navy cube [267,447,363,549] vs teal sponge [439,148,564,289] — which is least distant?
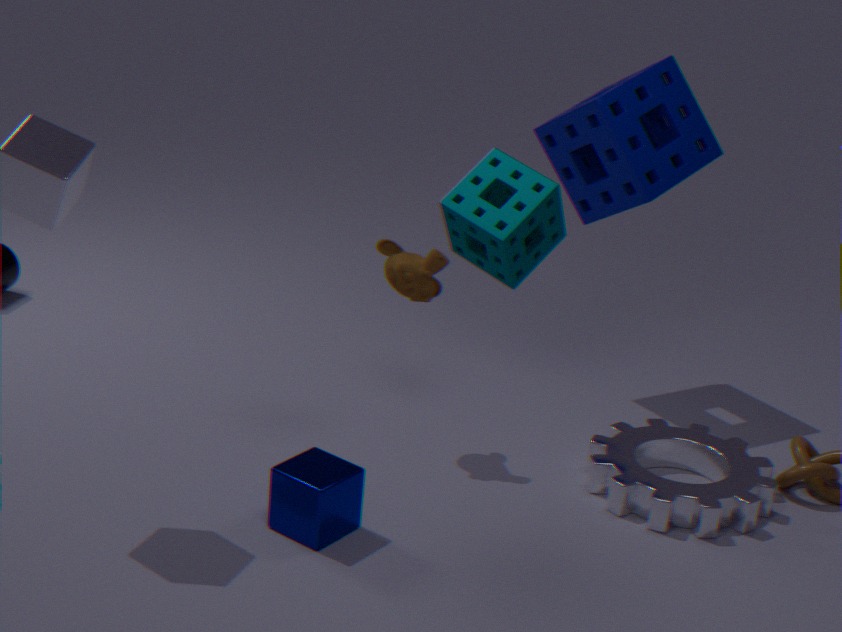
teal sponge [439,148,564,289]
